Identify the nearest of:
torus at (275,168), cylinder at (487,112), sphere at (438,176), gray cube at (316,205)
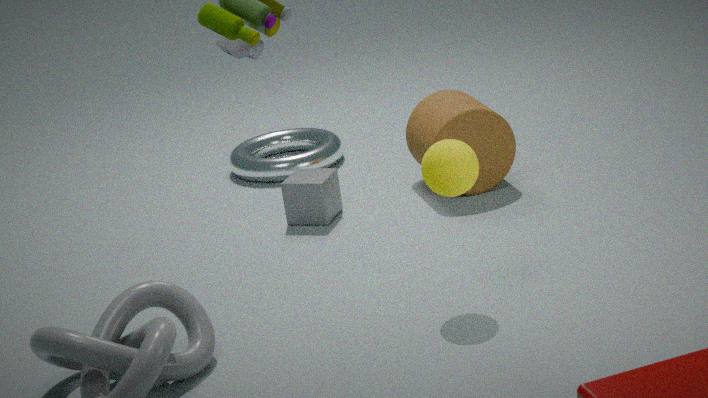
sphere at (438,176)
